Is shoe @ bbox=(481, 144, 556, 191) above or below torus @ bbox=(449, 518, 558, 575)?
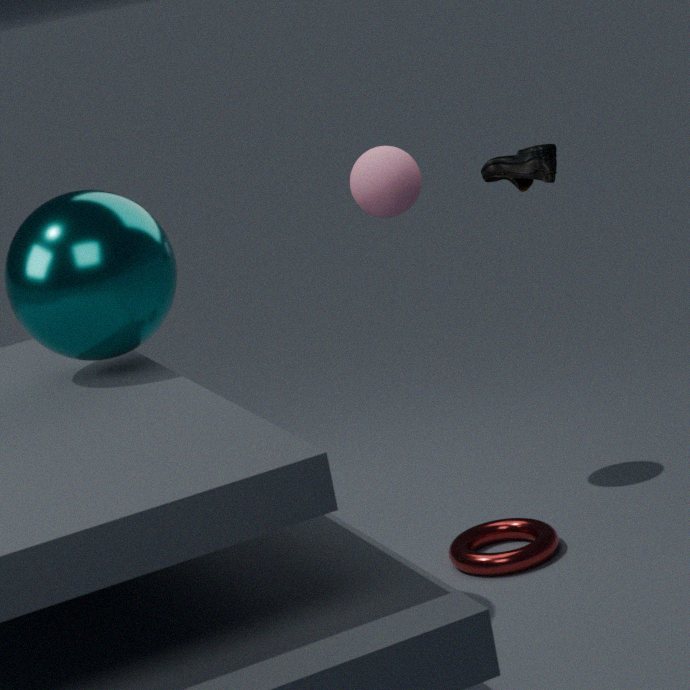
above
